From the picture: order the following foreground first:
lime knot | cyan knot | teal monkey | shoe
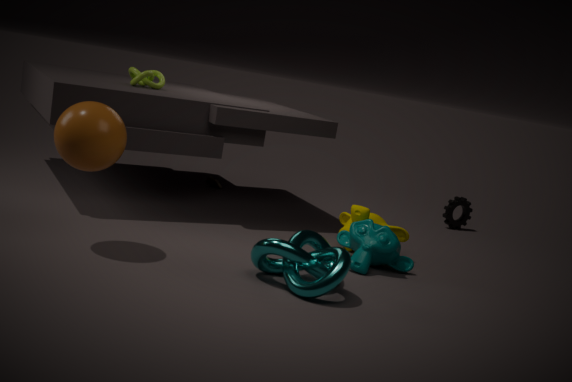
cyan knot, teal monkey, lime knot, shoe
